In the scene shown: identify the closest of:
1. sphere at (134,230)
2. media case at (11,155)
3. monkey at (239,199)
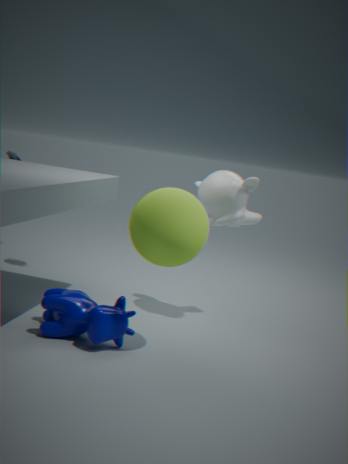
sphere at (134,230)
